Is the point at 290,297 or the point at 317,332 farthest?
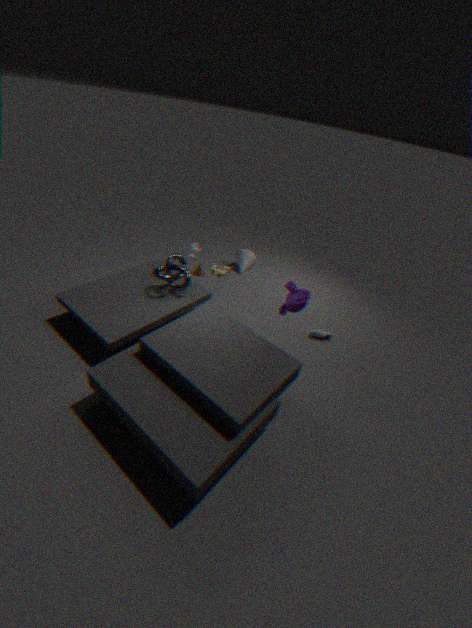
the point at 317,332
